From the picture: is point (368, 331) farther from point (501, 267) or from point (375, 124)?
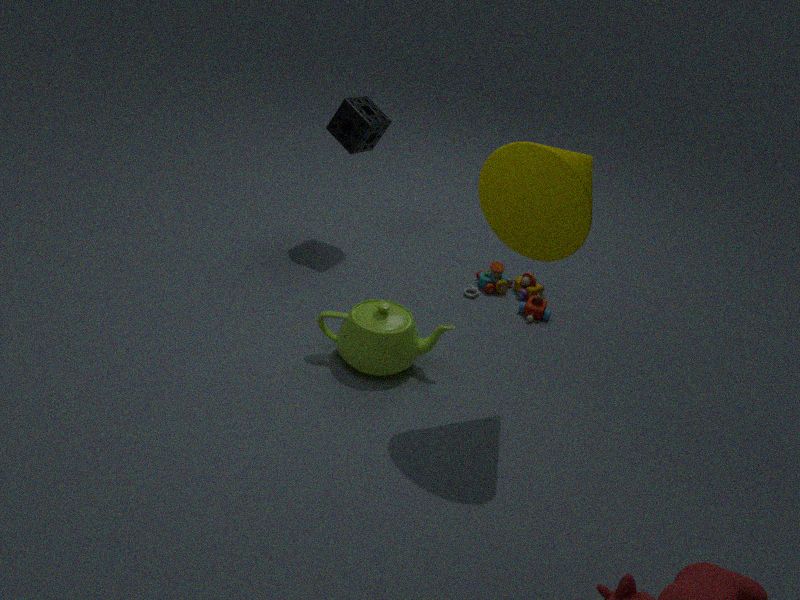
point (375, 124)
